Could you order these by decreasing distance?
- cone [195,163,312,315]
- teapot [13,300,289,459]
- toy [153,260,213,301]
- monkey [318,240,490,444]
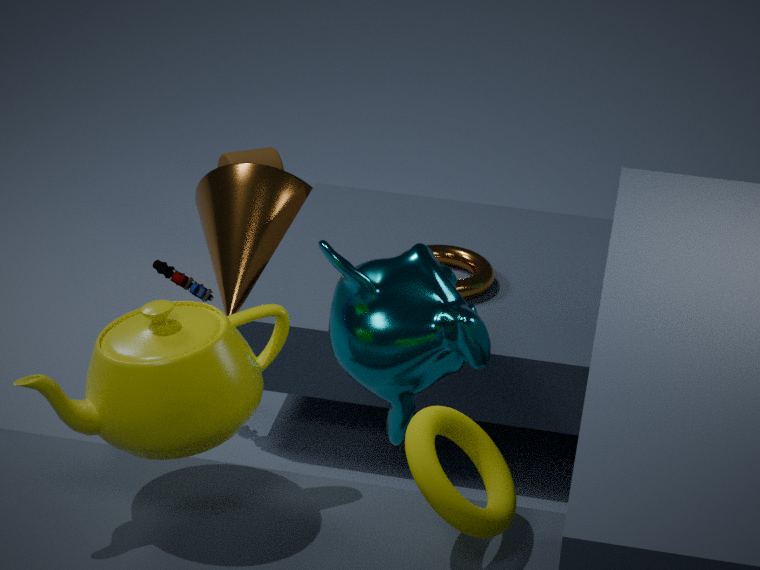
cone [195,163,312,315]
toy [153,260,213,301]
monkey [318,240,490,444]
teapot [13,300,289,459]
